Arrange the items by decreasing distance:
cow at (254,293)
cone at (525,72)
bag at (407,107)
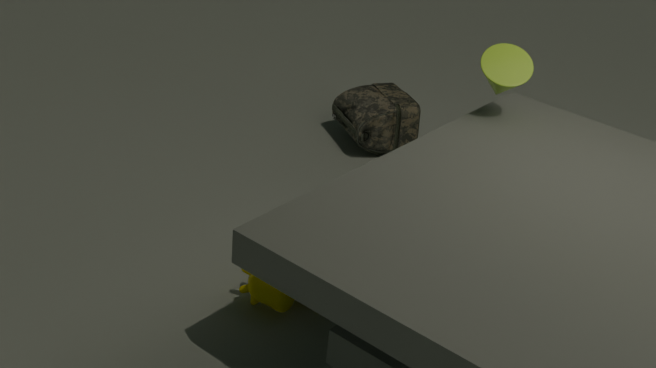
1. bag at (407,107)
2. cone at (525,72)
3. cow at (254,293)
